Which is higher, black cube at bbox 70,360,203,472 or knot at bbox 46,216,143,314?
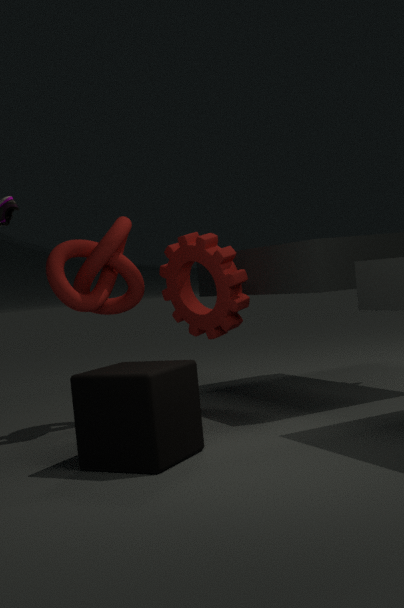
knot at bbox 46,216,143,314
